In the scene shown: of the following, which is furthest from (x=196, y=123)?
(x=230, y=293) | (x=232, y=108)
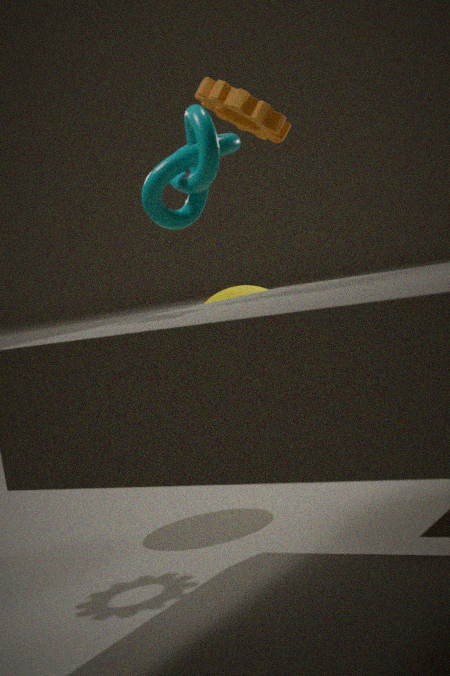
(x=230, y=293)
